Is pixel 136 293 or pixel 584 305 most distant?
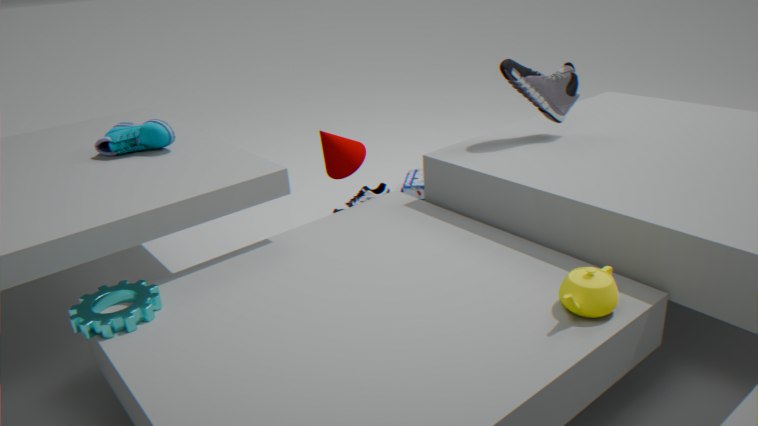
pixel 136 293
